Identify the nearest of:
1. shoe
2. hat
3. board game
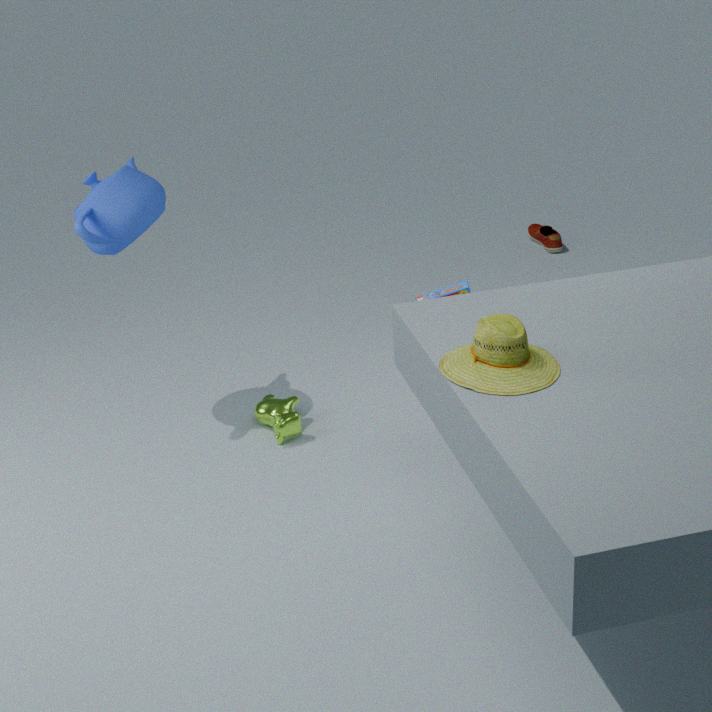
hat
